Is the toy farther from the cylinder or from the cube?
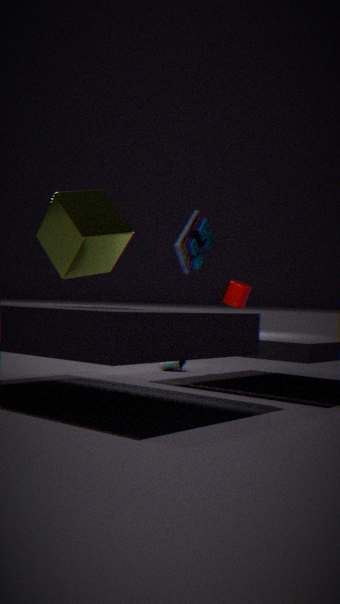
the cube
